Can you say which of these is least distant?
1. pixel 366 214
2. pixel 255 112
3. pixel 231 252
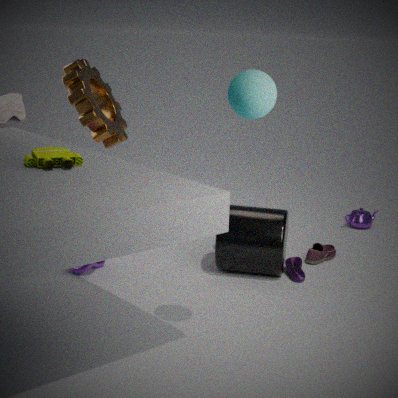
pixel 255 112
